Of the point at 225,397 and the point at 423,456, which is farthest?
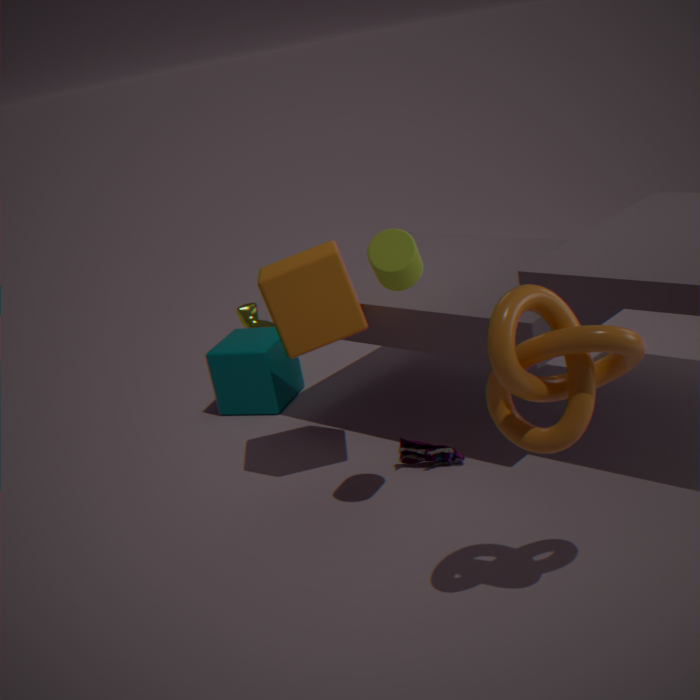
the point at 225,397
